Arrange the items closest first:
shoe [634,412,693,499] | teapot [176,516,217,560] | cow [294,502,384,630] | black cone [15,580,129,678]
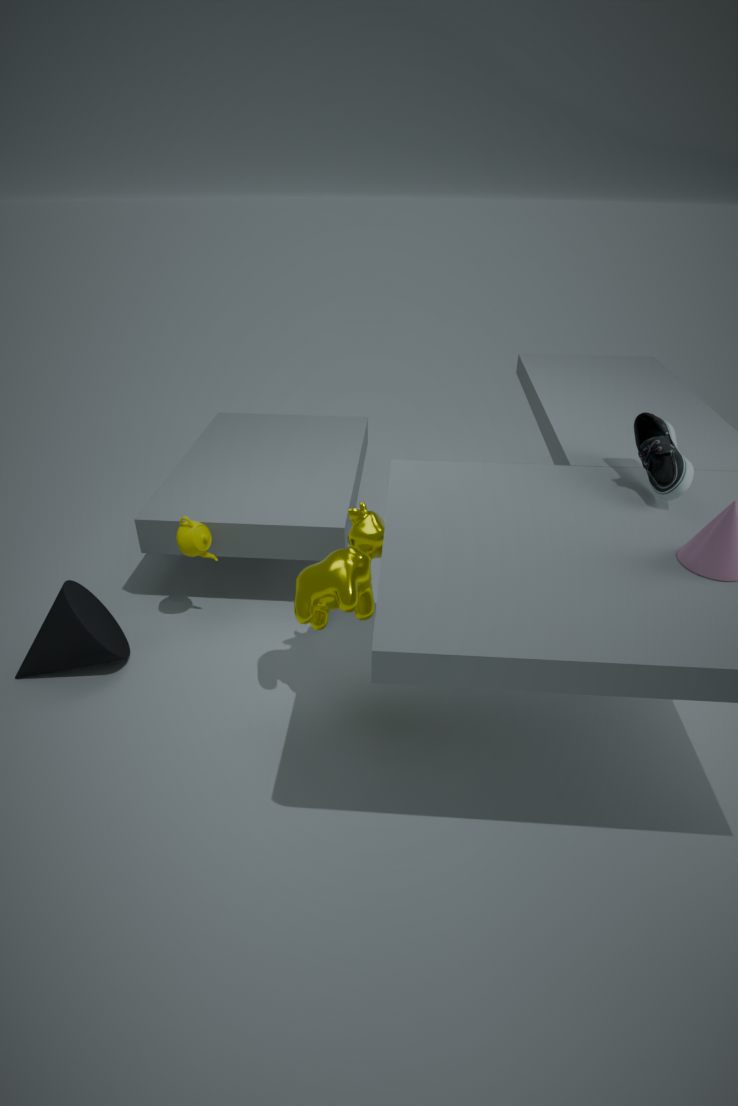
shoe [634,412,693,499] < cow [294,502,384,630] < black cone [15,580,129,678] < teapot [176,516,217,560]
